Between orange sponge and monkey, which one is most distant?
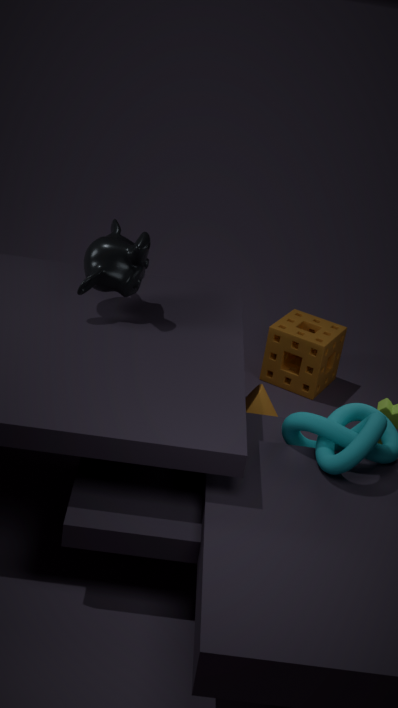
orange sponge
